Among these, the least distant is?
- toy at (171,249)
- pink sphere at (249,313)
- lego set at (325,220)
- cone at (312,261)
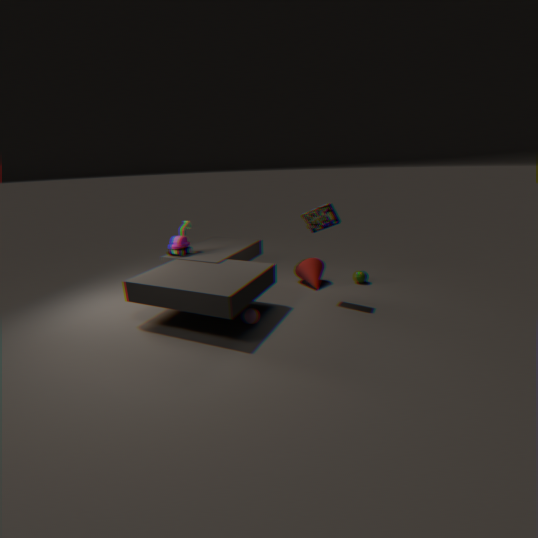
pink sphere at (249,313)
